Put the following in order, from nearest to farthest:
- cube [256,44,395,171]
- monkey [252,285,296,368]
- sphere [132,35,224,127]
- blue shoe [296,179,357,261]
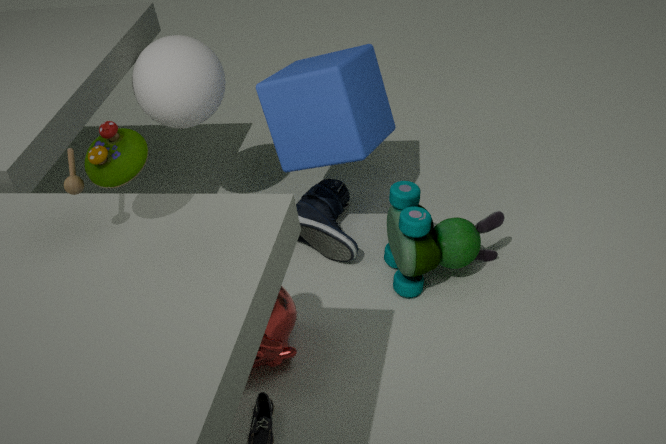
1. monkey [252,285,296,368]
2. cube [256,44,395,171]
3. sphere [132,35,224,127]
4. blue shoe [296,179,357,261]
